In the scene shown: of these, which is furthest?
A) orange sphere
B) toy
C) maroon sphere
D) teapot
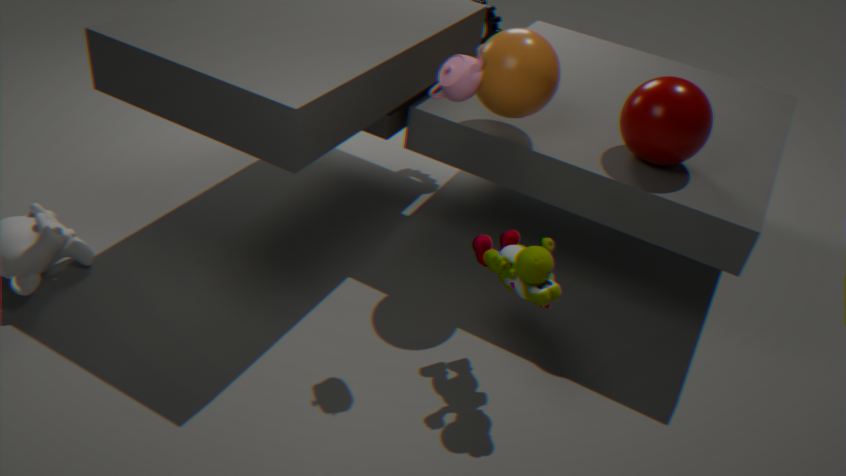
orange sphere
